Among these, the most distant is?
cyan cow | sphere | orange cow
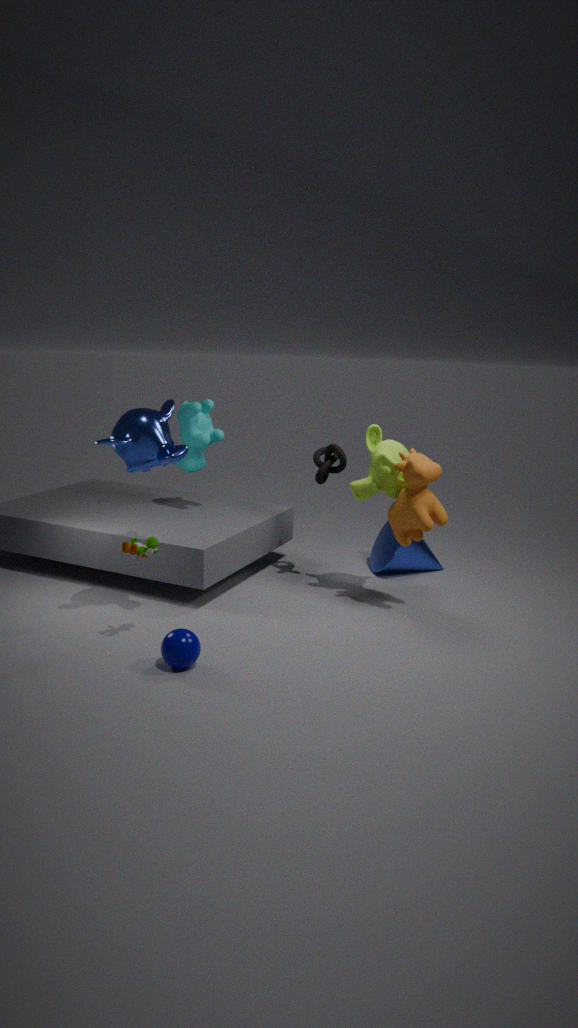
cyan cow
